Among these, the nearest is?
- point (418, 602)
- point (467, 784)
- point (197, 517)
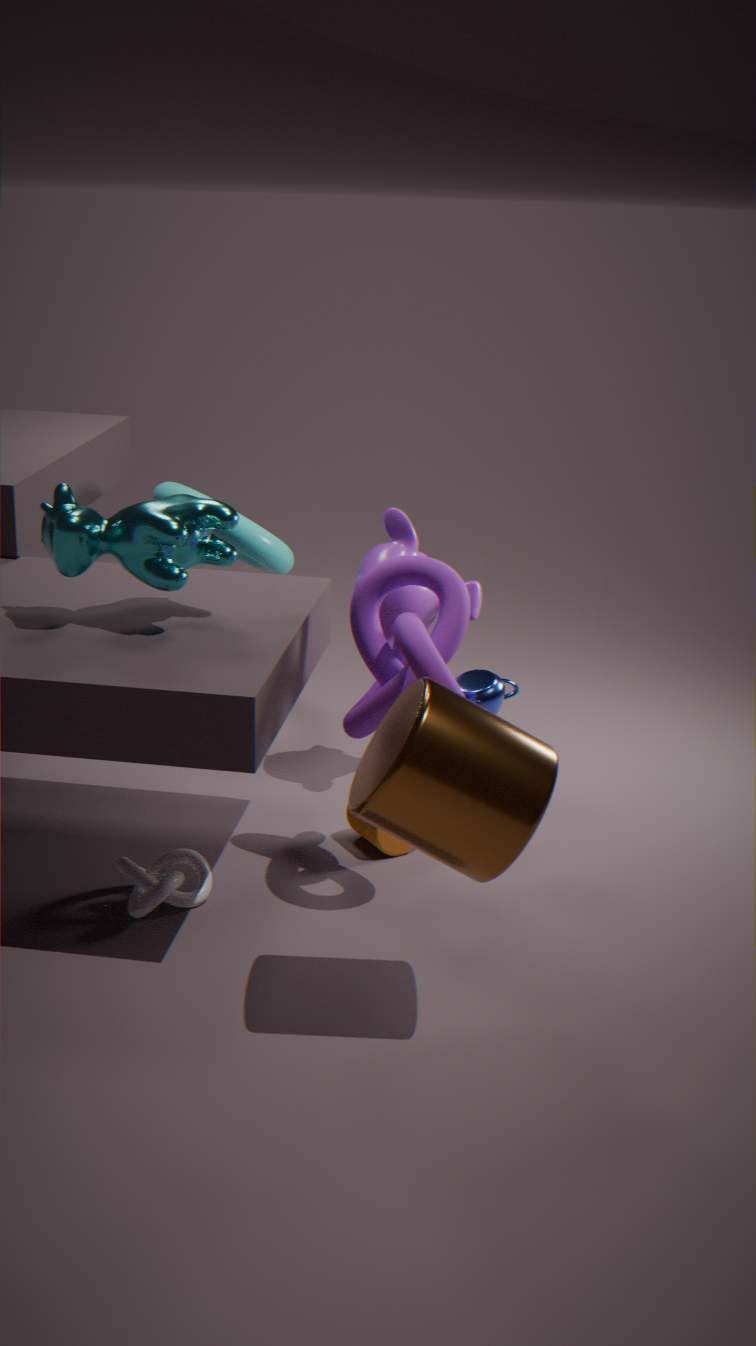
point (467, 784)
